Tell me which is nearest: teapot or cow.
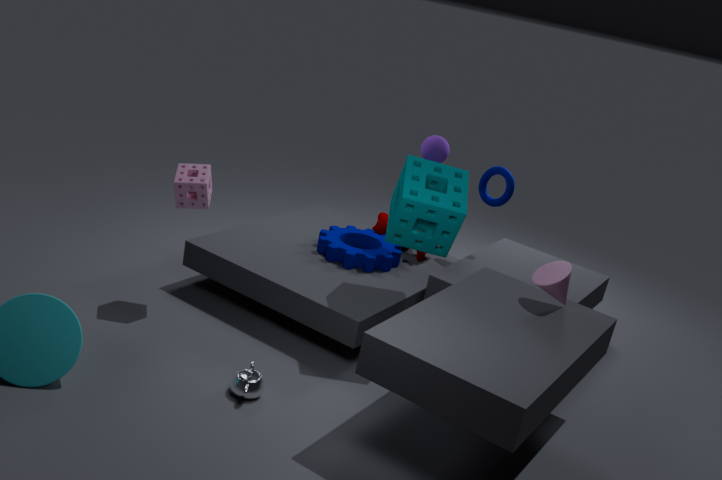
teapot
